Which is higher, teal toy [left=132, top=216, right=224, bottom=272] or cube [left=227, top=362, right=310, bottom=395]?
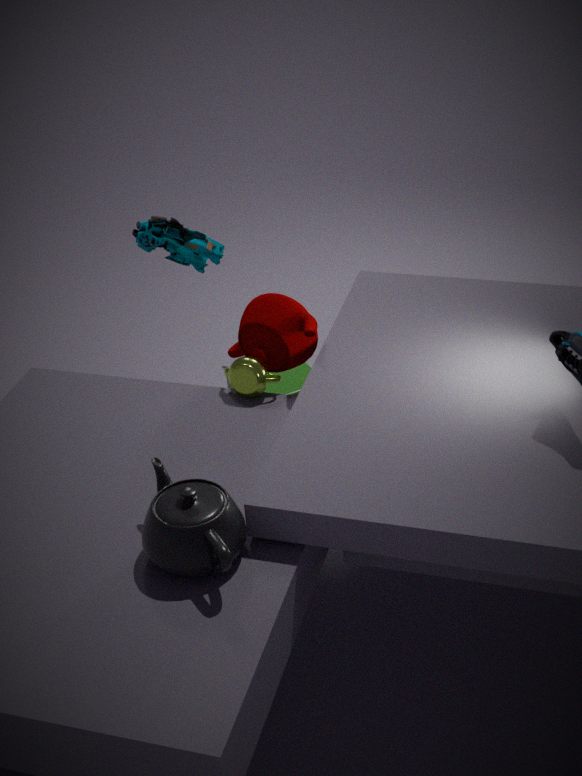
teal toy [left=132, top=216, right=224, bottom=272]
